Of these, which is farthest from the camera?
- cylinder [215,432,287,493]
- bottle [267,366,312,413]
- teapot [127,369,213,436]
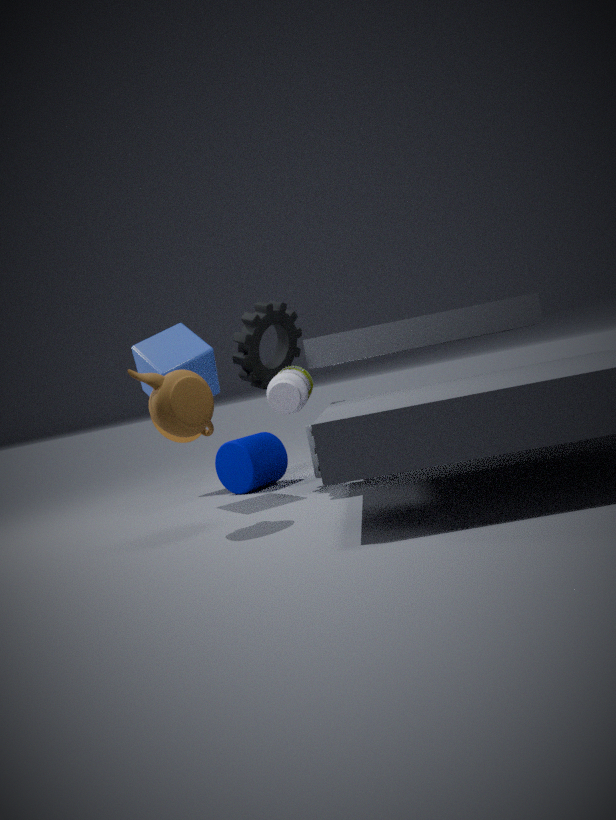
cylinder [215,432,287,493]
